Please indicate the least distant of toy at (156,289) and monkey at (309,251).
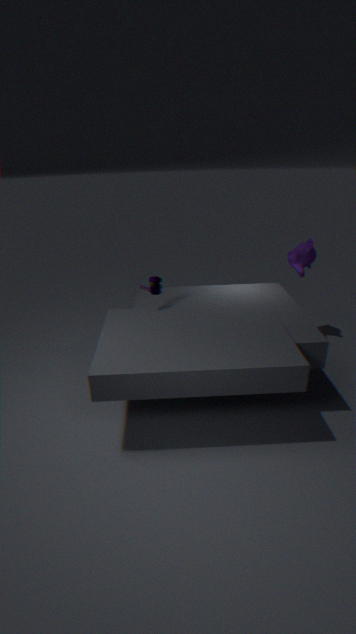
toy at (156,289)
